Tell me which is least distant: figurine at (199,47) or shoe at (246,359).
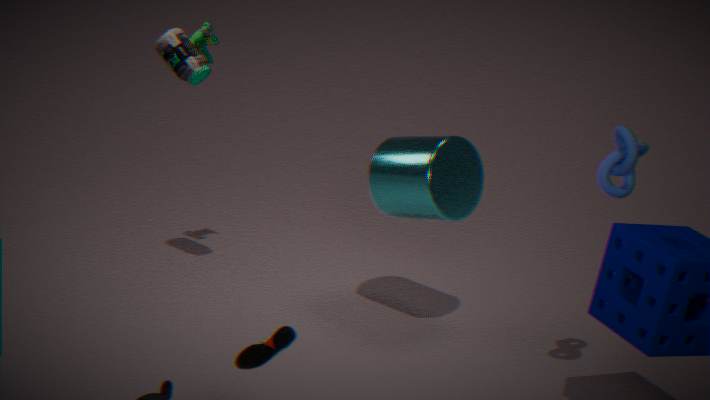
shoe at (246,359)
